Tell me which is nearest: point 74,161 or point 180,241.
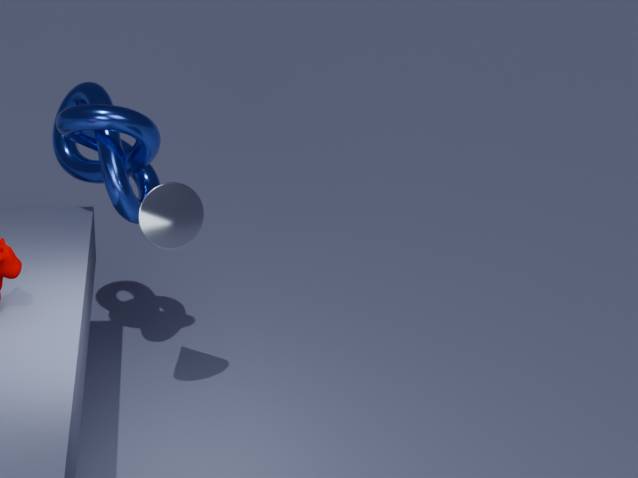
point 180,241
